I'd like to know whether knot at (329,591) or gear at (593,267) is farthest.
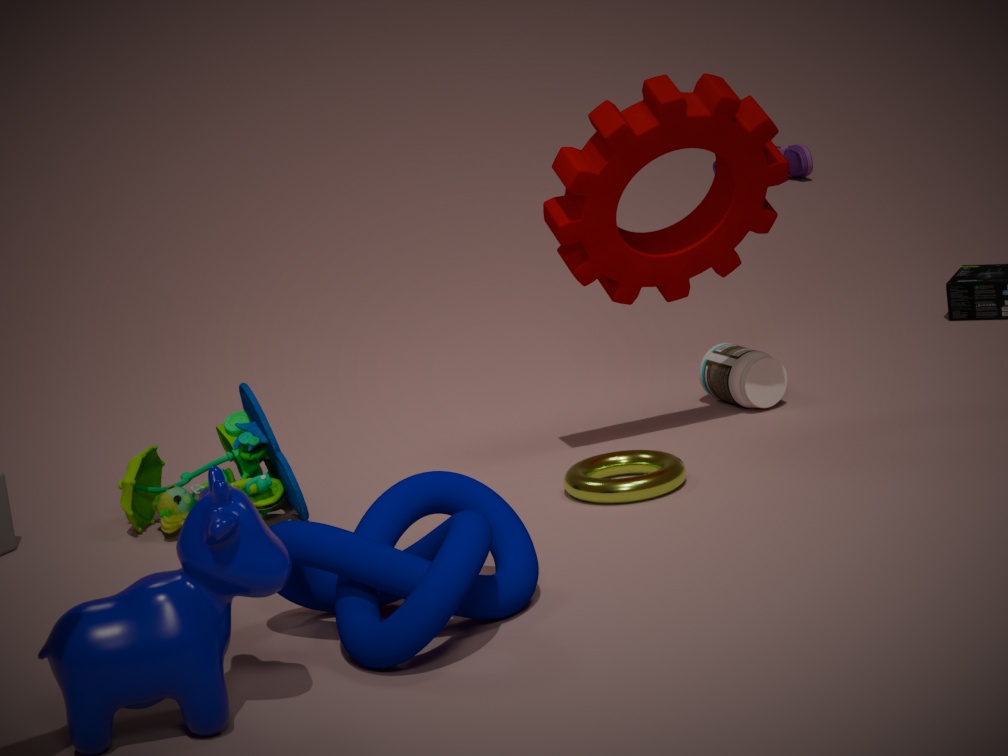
gear at (593,267)
